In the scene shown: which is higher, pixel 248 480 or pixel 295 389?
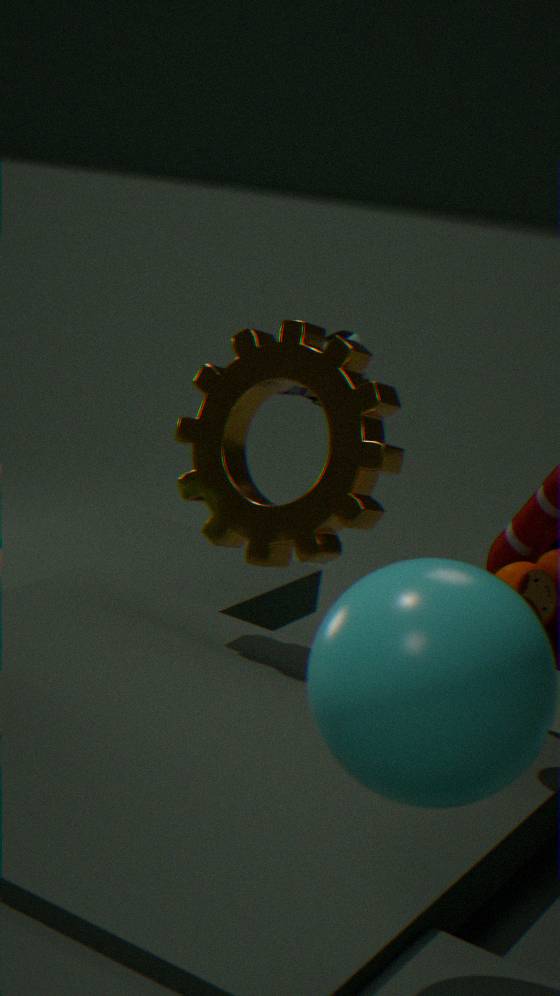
pixel 295 389
